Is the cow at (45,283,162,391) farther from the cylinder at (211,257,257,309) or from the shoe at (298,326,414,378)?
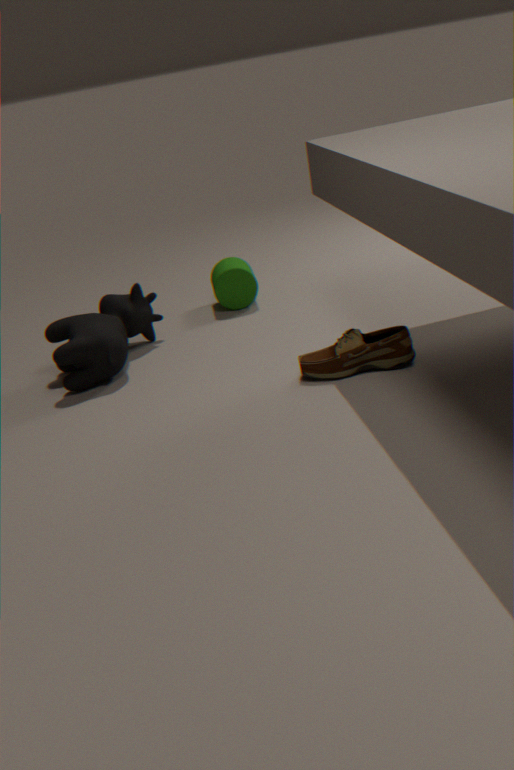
the shoe at (298,326,414,378)
